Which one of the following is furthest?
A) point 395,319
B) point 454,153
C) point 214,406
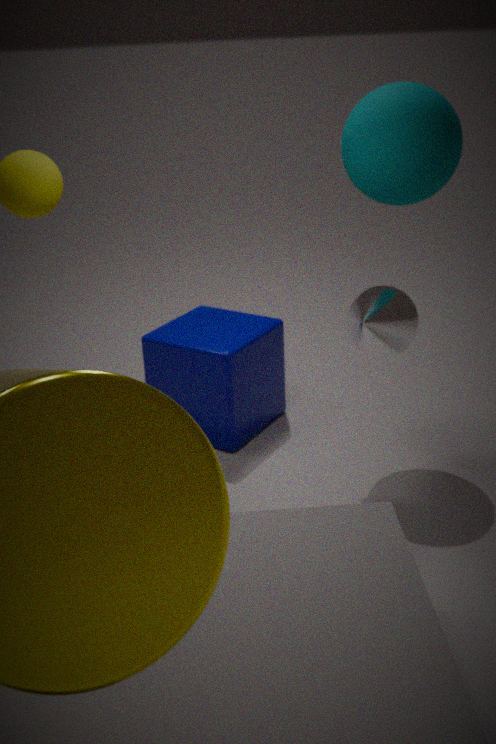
C. point 214,406
